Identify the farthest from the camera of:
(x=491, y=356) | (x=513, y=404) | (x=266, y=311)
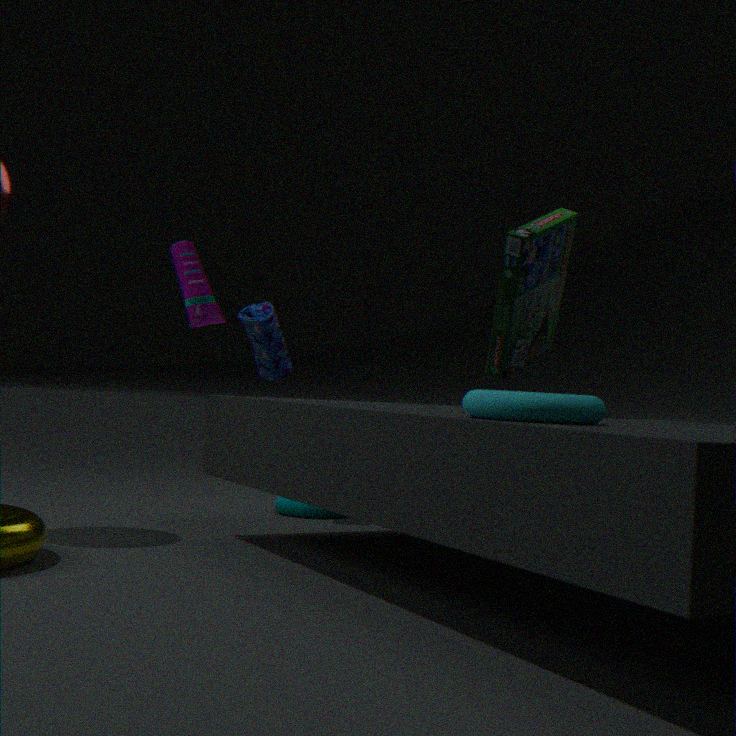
(x=266, y=311)
